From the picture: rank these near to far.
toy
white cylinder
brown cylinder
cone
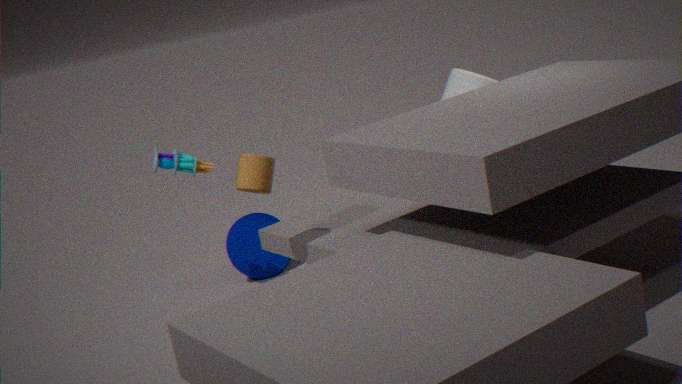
brown cylinder → toy → white cylinder → cone
